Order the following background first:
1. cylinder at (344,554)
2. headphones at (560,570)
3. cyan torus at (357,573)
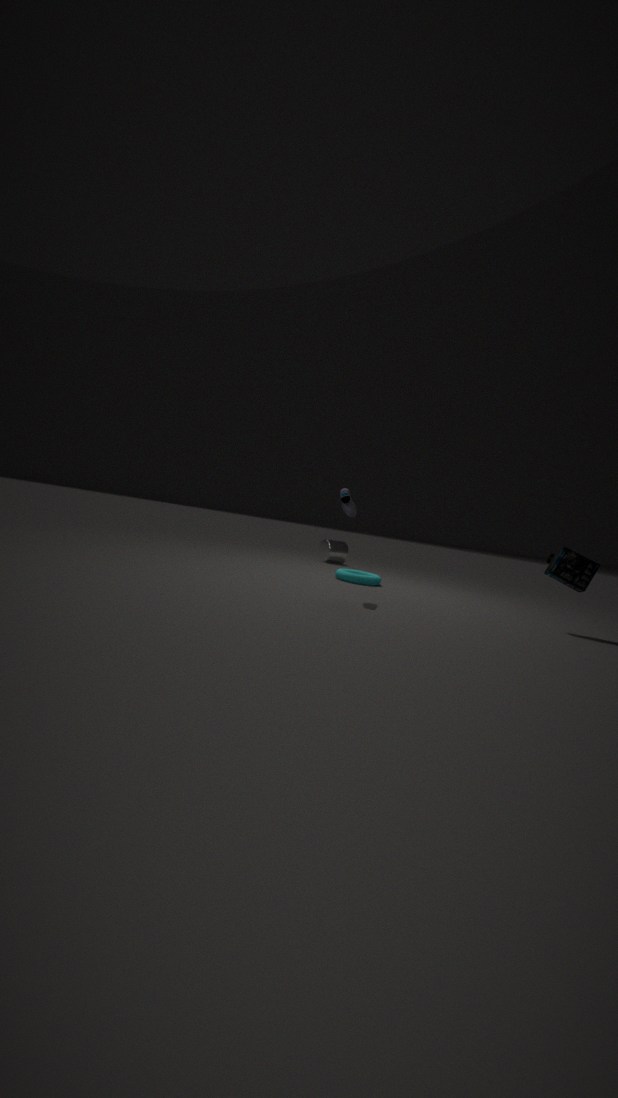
1. cylinder at (344,554)
2. cyan torus at (357,573)
3. headphones at (560,570)
